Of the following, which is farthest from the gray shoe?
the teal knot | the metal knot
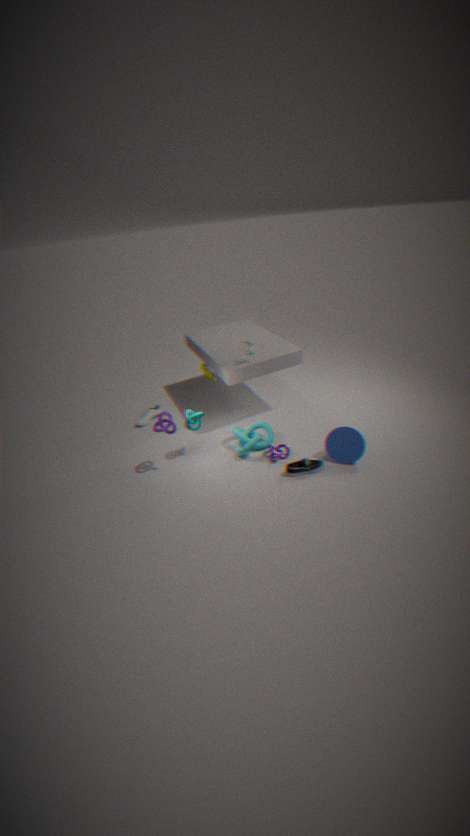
the metal knot
